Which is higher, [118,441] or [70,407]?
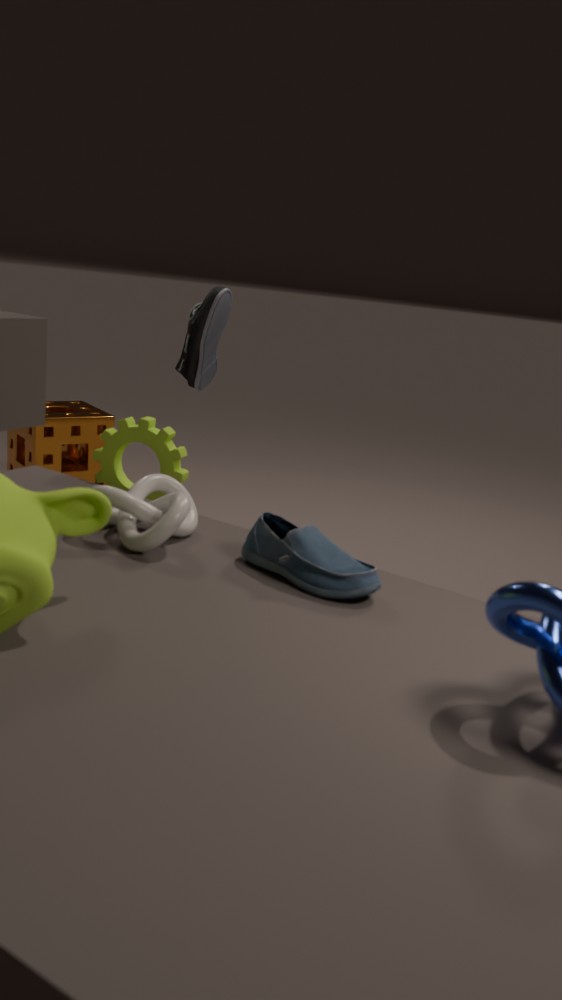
[118,441]
